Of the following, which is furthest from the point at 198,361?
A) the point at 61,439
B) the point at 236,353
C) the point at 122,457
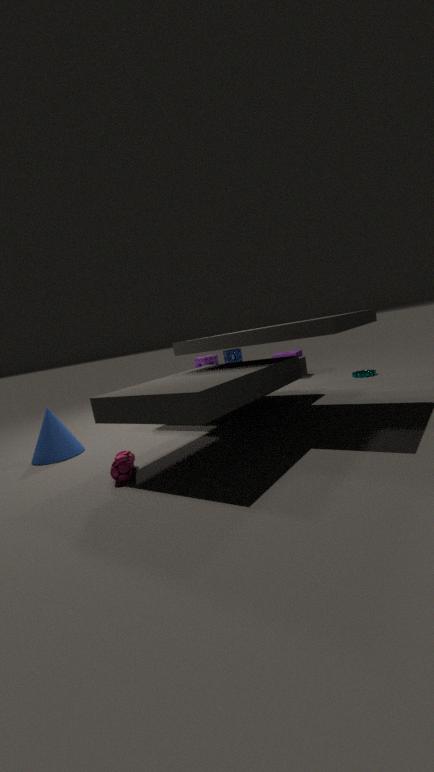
the point at 122,457
